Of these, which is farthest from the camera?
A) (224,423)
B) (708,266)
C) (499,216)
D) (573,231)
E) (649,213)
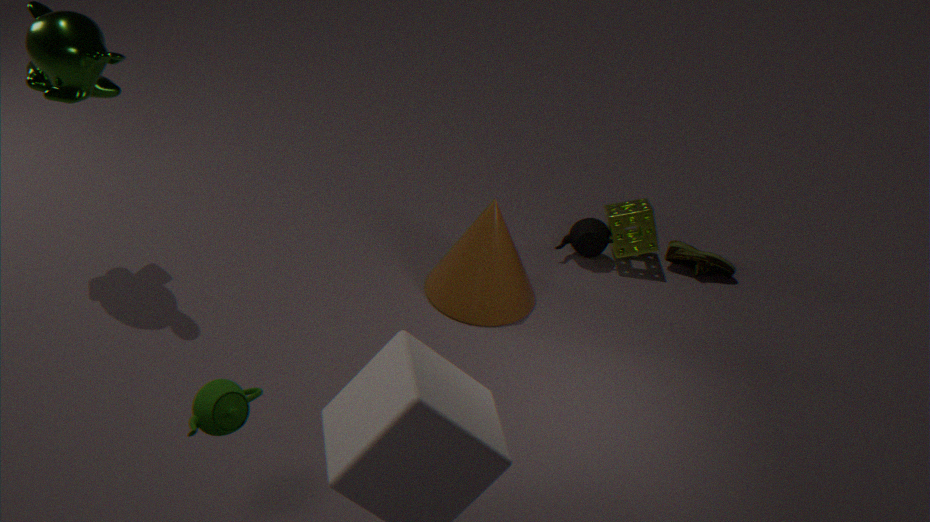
(708,266)
